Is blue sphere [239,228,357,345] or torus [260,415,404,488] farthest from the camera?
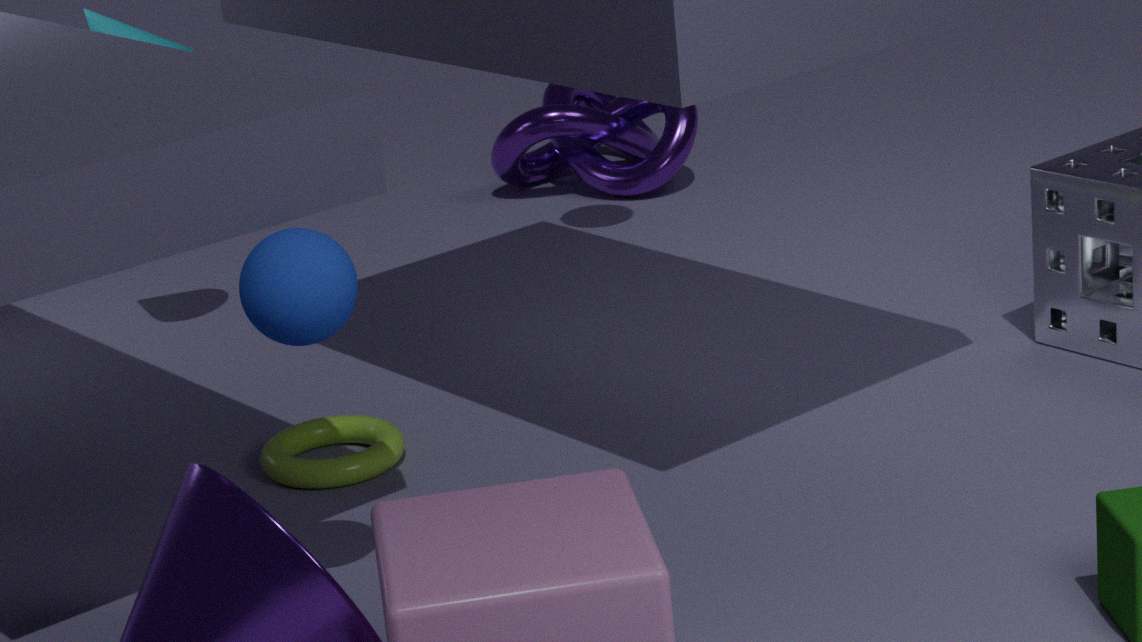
torus [260,415,404,488]
